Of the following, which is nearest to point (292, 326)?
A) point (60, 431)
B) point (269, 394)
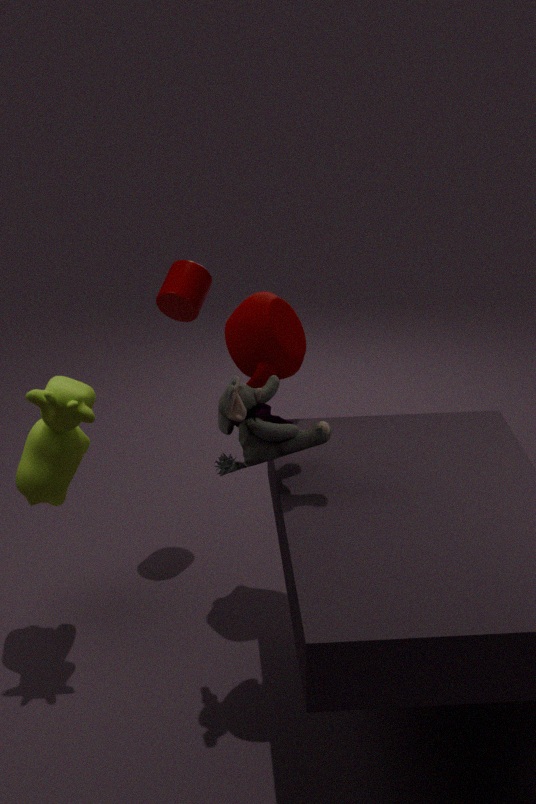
point (269, 394)
